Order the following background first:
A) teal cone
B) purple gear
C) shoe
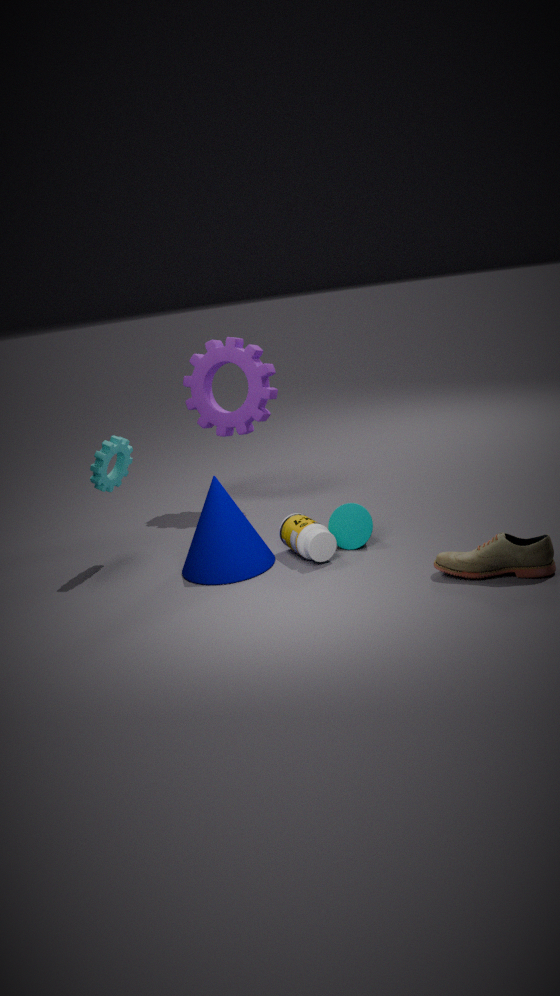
1. purple gear
2. teal cone
3. shoe
